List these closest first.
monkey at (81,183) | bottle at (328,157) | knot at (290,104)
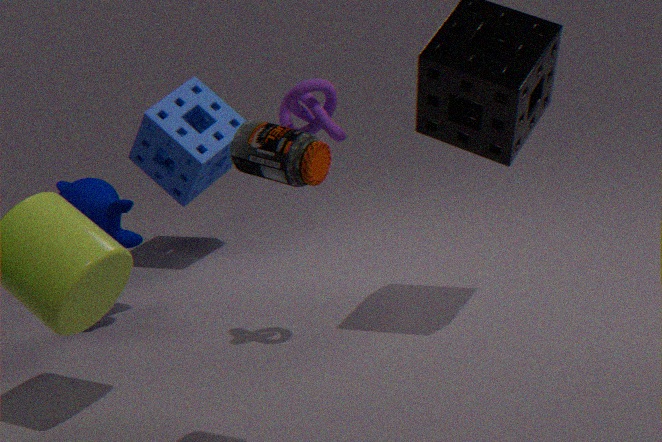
1. bottle at (328,157)
2. knot at (290,104)
3. monkey at (81,183)
